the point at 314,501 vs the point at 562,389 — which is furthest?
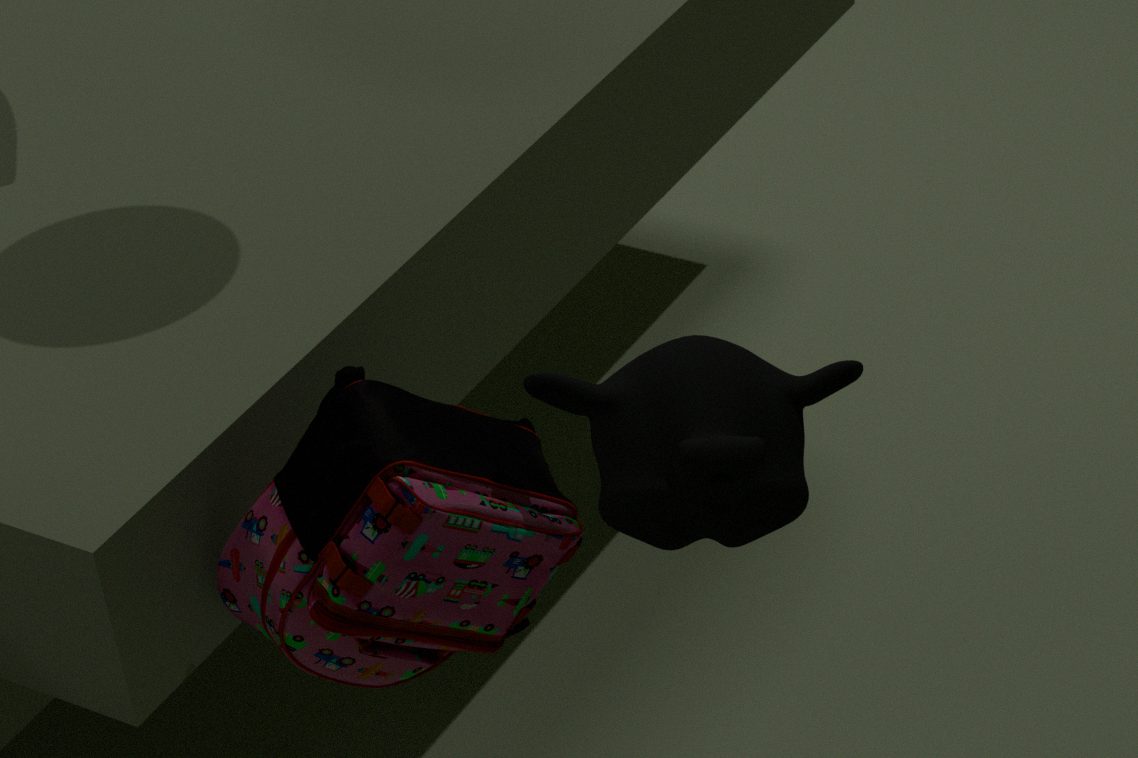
the point at 314,501
